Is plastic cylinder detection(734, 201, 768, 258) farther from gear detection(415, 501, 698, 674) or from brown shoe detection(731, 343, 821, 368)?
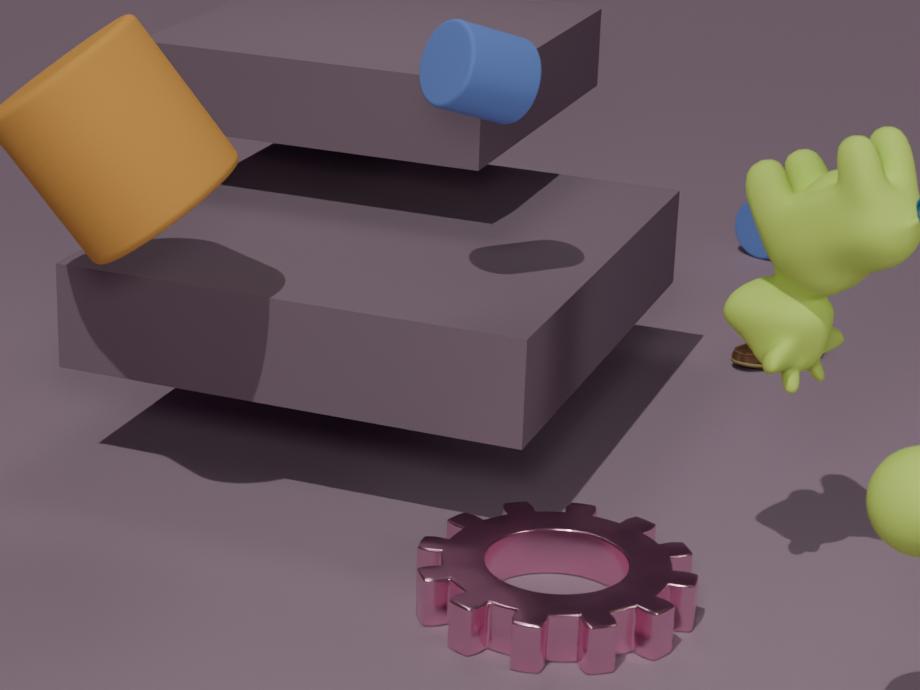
gear detection(415, 501, 698, 674)
